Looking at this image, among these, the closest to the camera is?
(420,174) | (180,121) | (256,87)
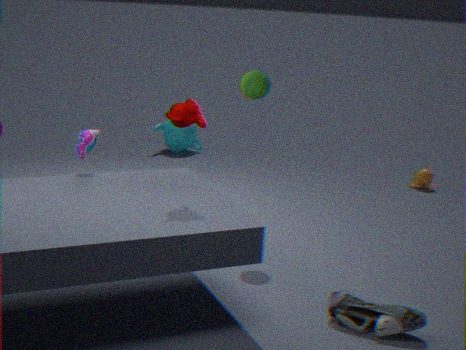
(180,121)
